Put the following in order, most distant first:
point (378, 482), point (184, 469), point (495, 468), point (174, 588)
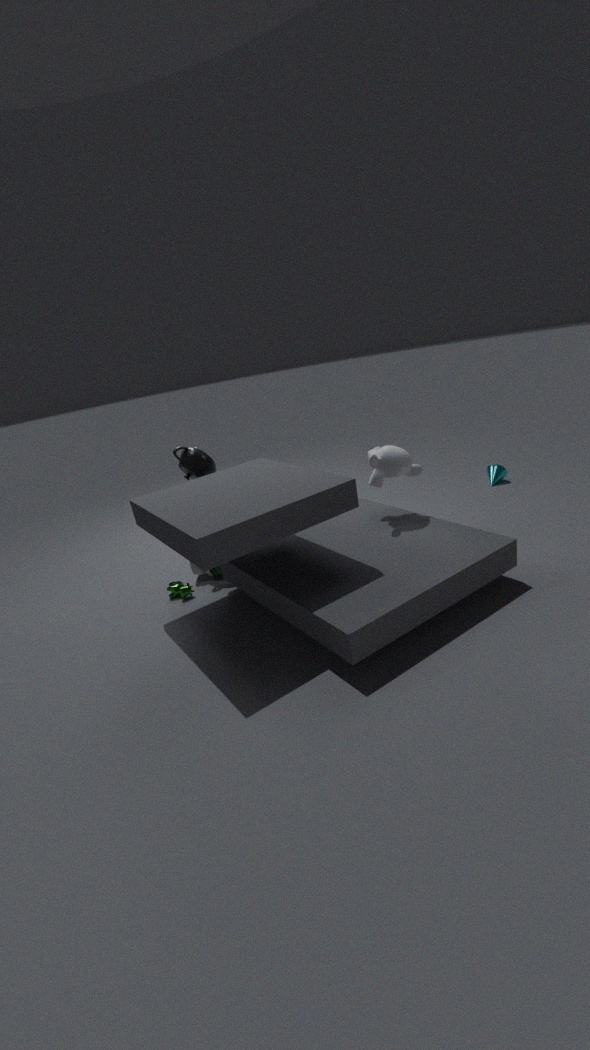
point (495, 468) → point (184, 469) → point (378, 482) → point (174, 588)
